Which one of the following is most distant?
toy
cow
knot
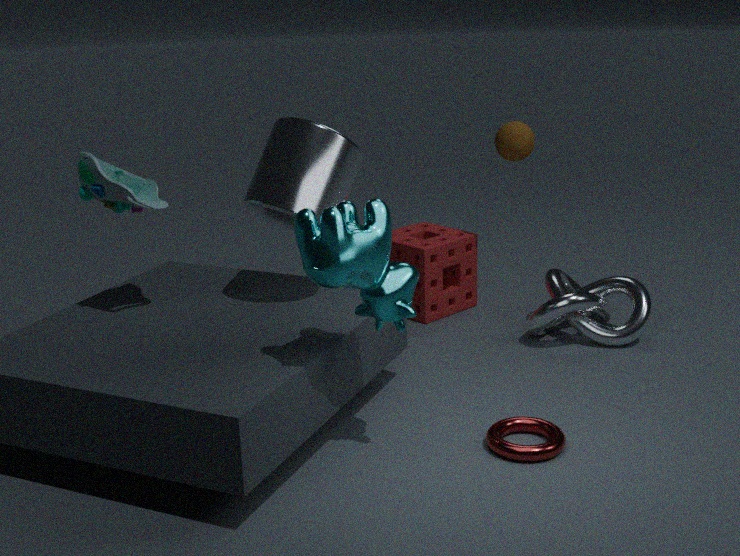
knot
